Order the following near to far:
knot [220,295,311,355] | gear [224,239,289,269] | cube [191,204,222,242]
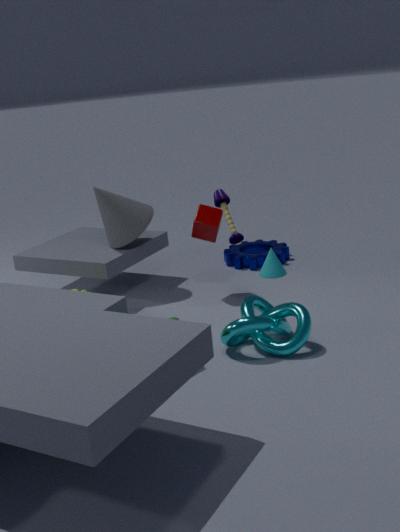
knot [220,295,311,355] < cube [191,204,222,242] < gear [224,239,289,269]
